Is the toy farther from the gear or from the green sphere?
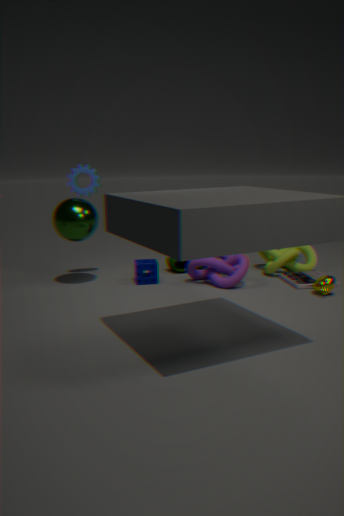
the gear
